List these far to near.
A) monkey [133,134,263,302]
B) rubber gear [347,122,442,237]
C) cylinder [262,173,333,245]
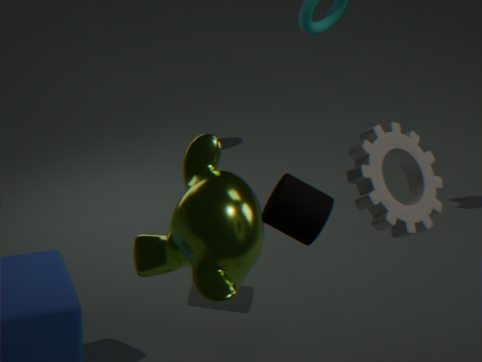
cylinder [262,173,333,245]
monkey [133,134,263,302]
rubber gear [347,122,442,237]
